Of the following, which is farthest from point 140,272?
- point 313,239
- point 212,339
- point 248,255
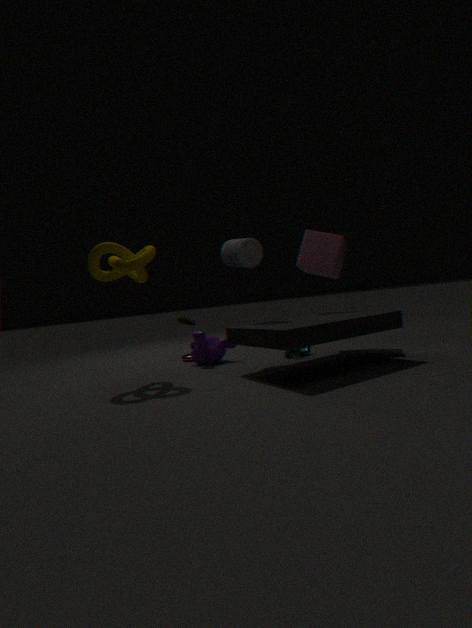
point 313,239
